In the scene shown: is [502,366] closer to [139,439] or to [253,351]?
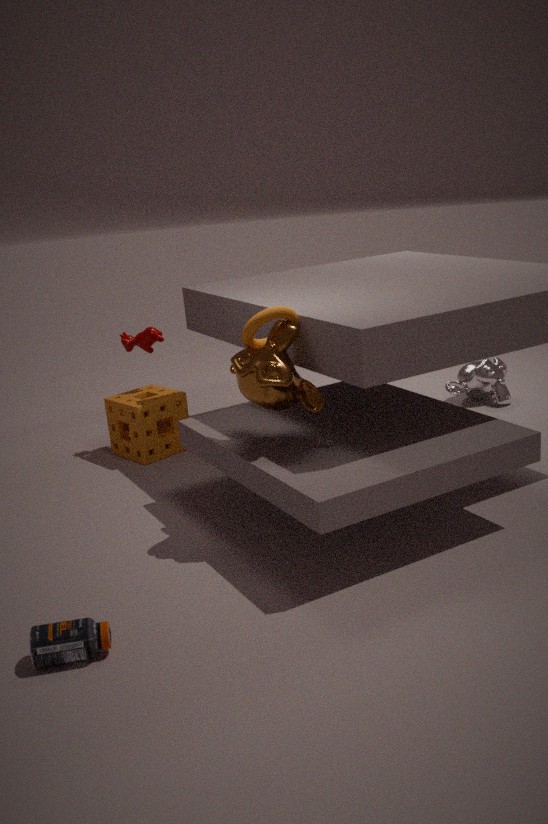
[139,439]
